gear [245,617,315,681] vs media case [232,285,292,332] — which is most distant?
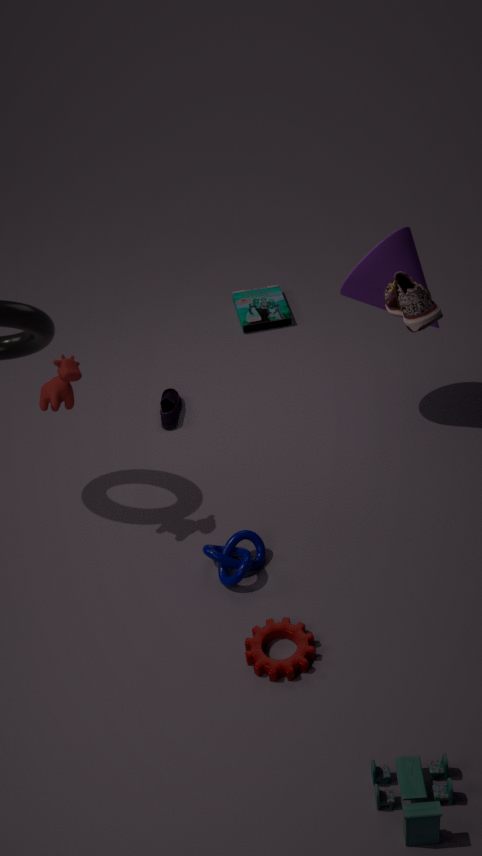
media case [232,285,292,332]
